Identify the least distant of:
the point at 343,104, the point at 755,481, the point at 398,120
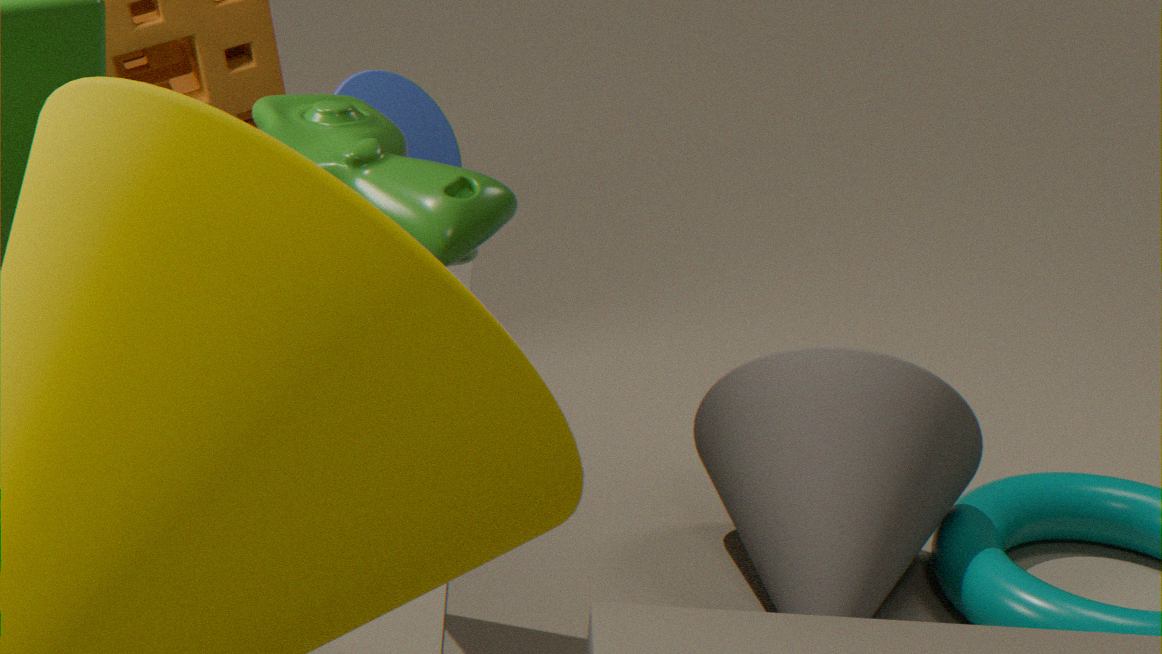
the point at 343,104
